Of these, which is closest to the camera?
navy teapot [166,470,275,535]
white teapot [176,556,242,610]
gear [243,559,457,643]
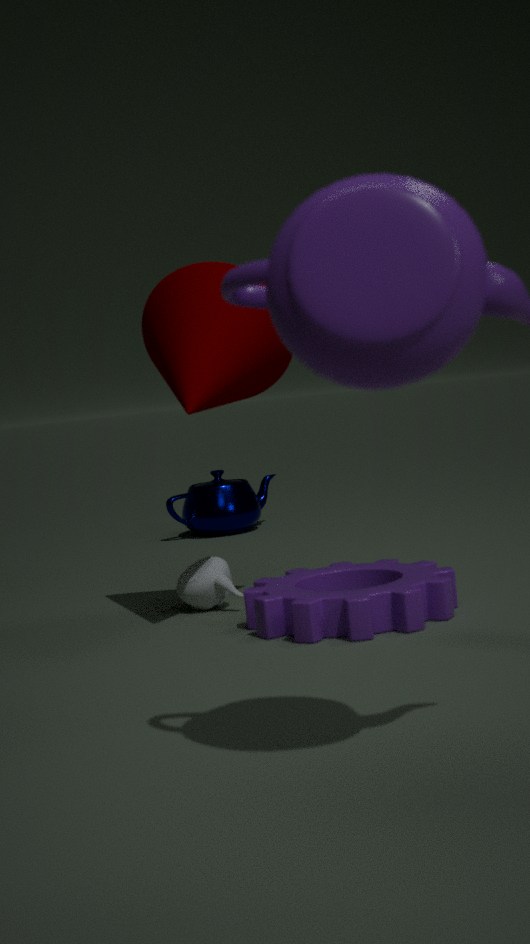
gear [243,559,457,643]
